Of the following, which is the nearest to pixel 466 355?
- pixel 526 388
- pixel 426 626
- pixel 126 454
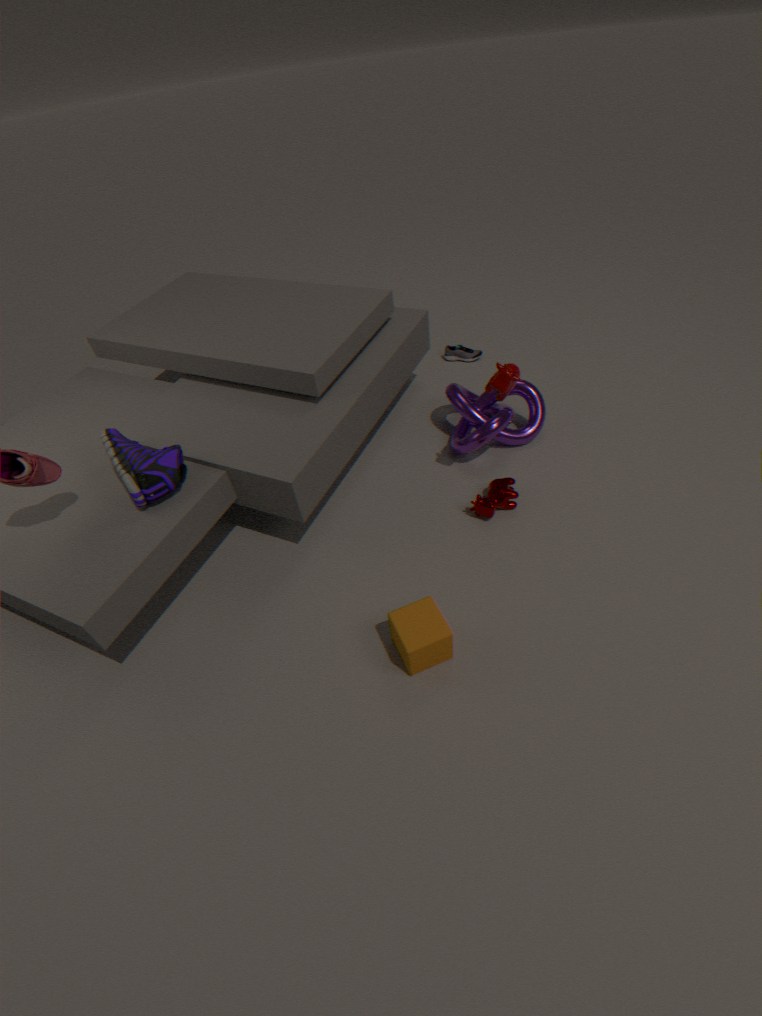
pixel 526 388
